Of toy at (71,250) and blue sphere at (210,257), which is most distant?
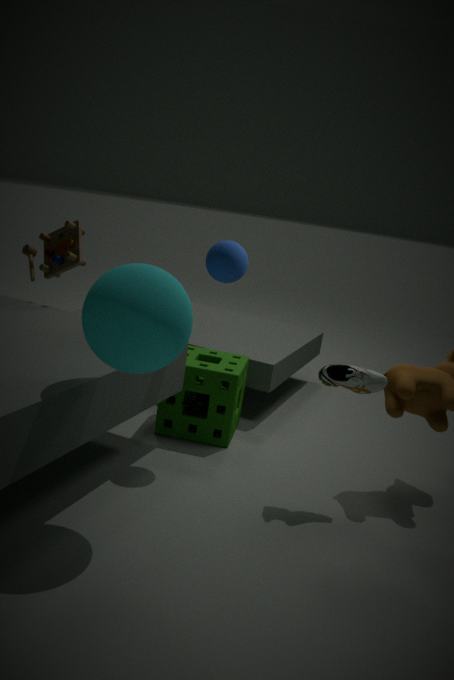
toy at (71,250)
